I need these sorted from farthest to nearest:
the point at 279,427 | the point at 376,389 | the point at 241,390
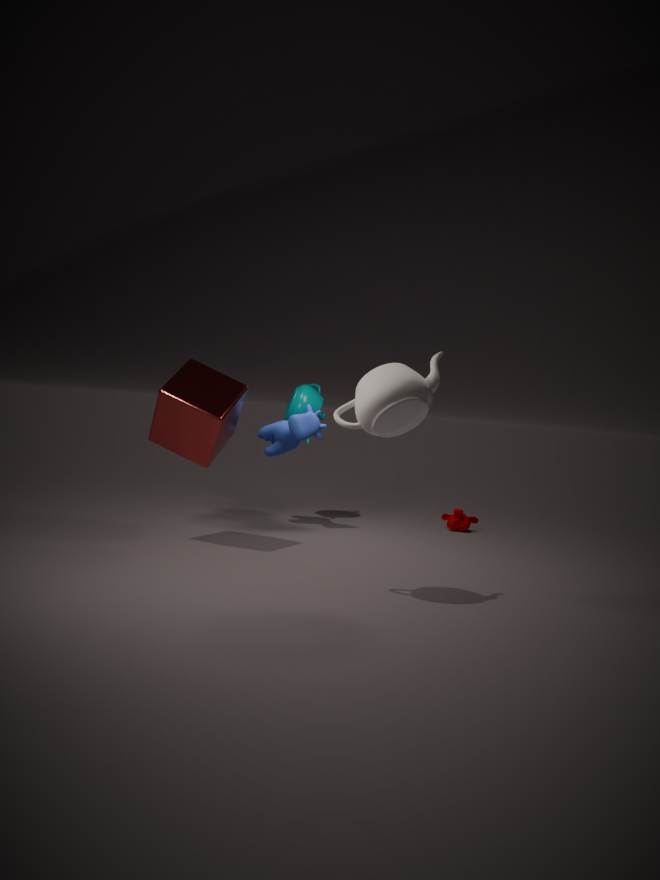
the point at 279,427, the point at 241,390, the point at 376,389
